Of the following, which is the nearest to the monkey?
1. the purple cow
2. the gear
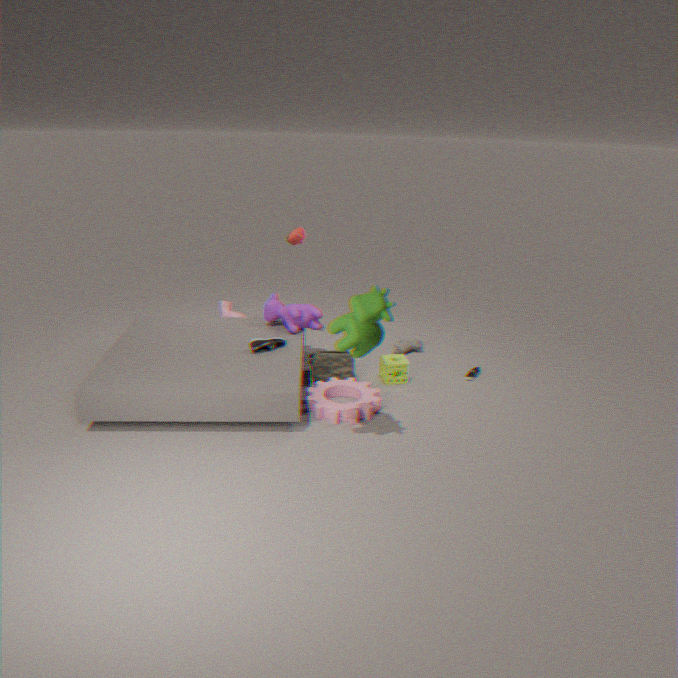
the purple cow
